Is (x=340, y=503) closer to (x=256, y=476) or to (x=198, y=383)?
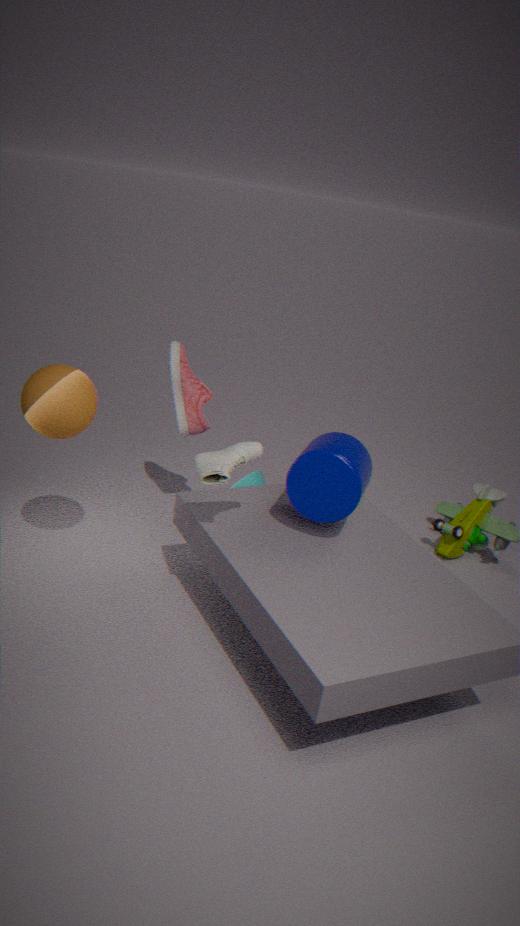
(x=256, y=476)
